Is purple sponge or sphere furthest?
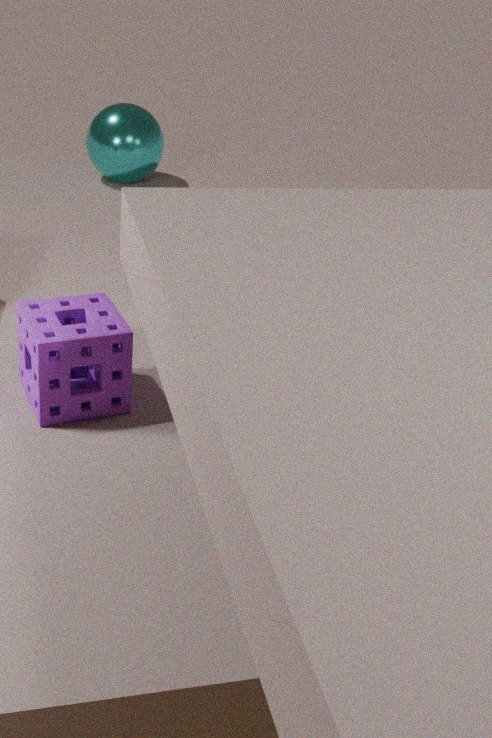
sphere
